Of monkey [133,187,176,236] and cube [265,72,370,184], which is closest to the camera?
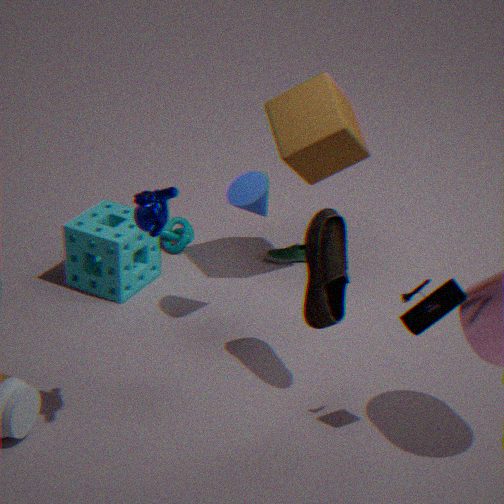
monkey [133,187,176,236]
